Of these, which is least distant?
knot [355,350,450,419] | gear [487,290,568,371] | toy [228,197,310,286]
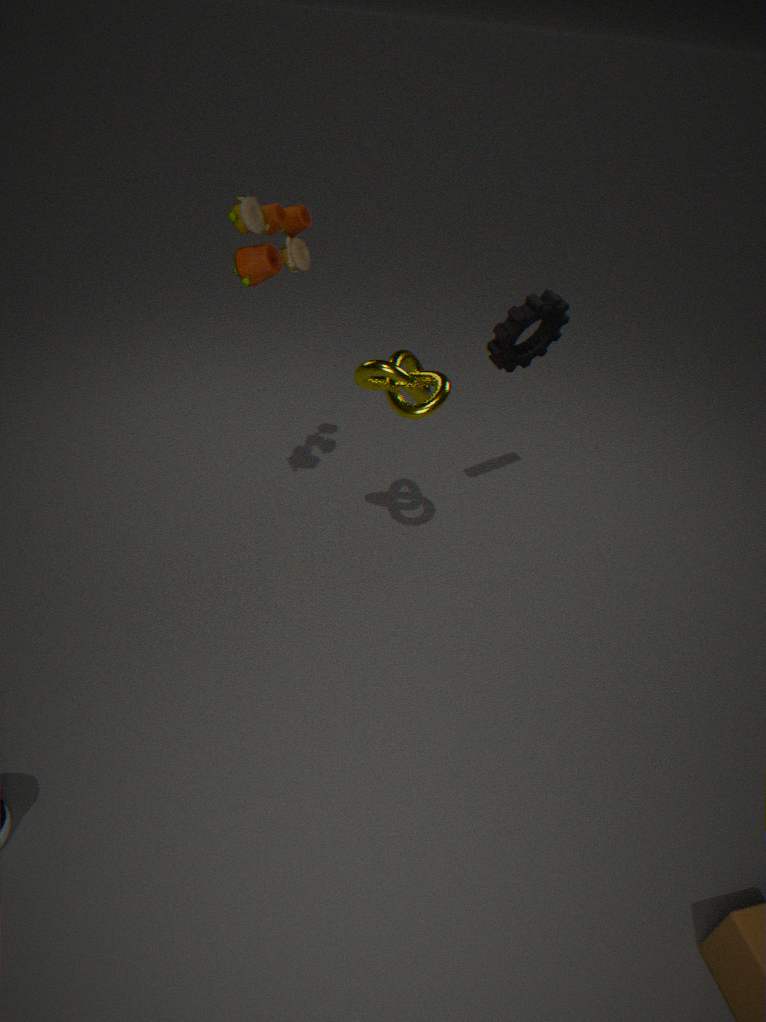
toy [228,197,310,286]
